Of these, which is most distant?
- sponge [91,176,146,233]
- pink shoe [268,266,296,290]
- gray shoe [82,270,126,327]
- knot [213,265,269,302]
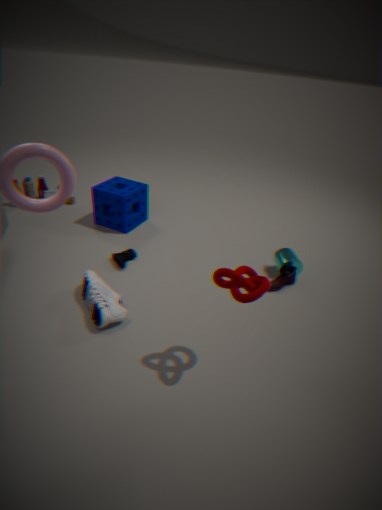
sponge [91,176,146,233]
